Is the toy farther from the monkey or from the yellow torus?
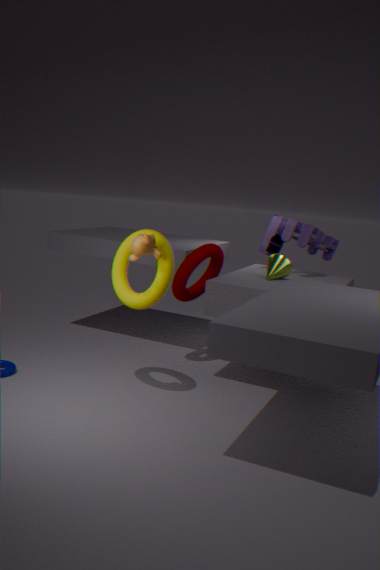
the monkey
